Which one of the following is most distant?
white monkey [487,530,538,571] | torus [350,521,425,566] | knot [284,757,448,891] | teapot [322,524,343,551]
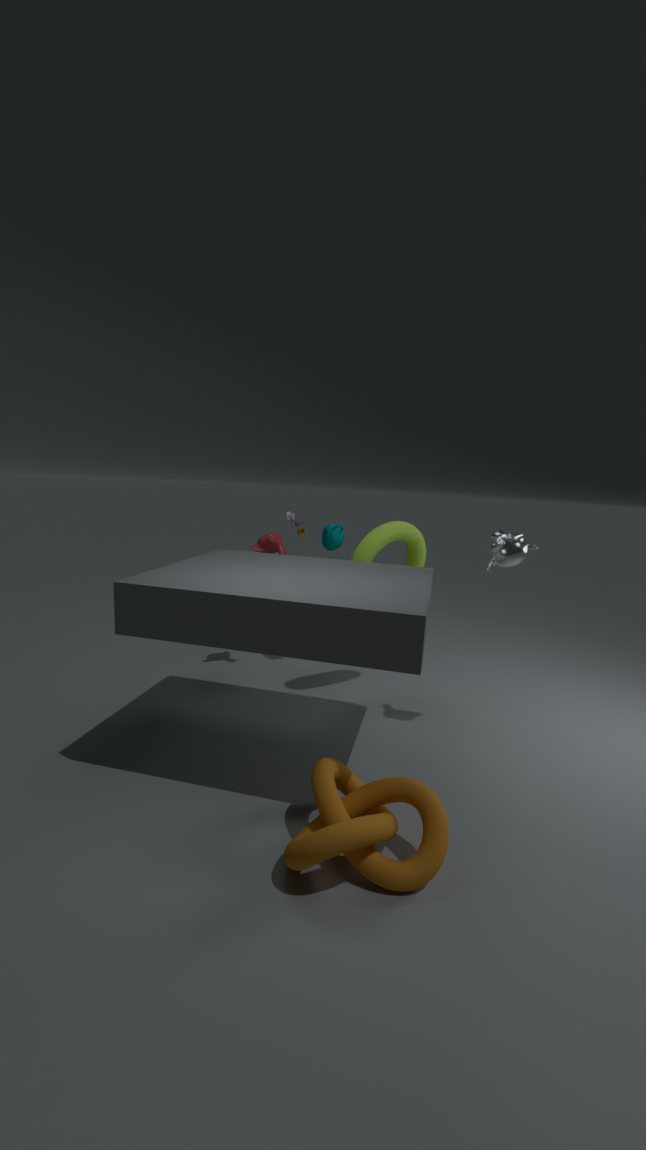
teapot [322,524,343,551]
